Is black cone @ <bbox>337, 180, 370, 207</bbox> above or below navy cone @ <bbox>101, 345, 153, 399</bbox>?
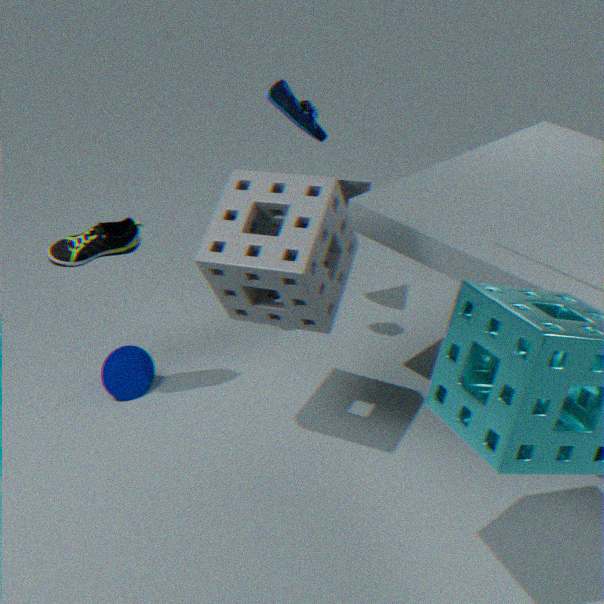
above
